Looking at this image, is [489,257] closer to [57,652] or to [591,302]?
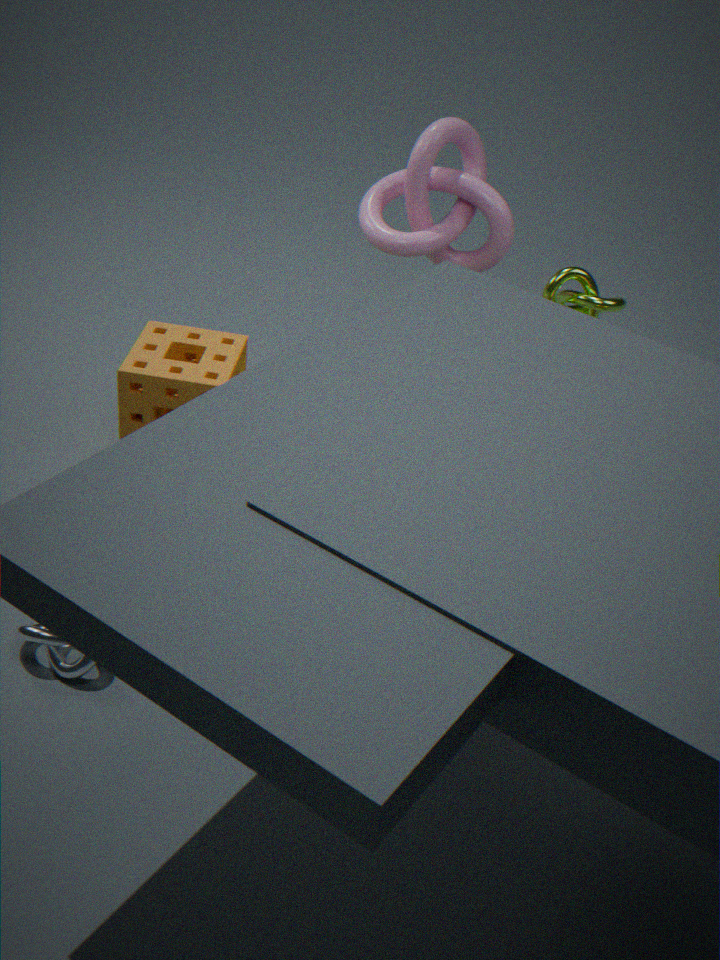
[591,302]
